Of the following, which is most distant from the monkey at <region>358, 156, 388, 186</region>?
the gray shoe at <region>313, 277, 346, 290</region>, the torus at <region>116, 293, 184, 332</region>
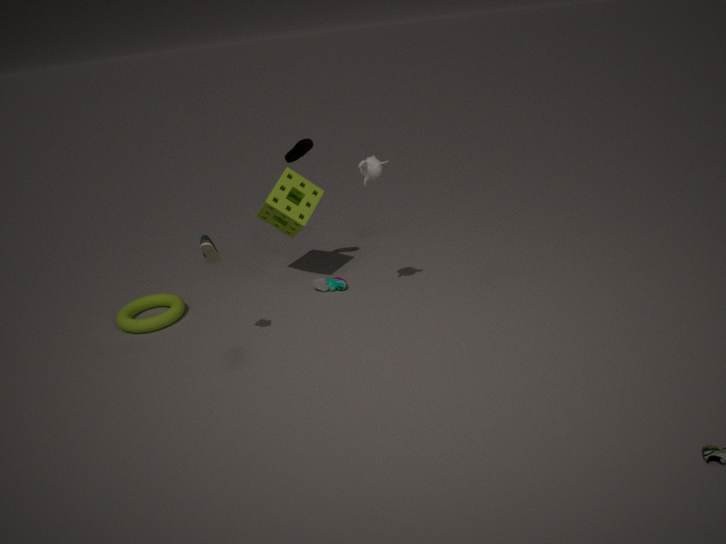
the torus at <region>116, 293, 184, 332</region>
